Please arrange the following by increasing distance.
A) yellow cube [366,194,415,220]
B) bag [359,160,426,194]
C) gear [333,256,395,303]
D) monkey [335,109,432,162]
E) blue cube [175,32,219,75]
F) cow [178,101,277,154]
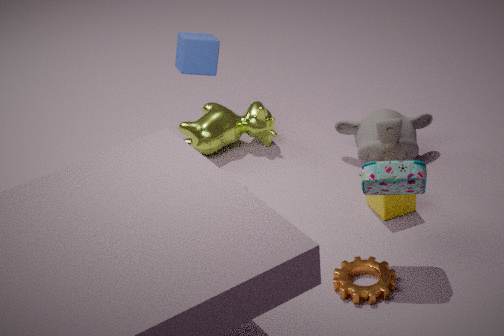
1. bag [359,160,426,194]
2. gear [333,256,395,303]
3. yellow cube [366,194,415,220]
4. blue cube [175,32,219,75]
5. monkey [335,109,432,162]
6. cow [178,101,277,154]
